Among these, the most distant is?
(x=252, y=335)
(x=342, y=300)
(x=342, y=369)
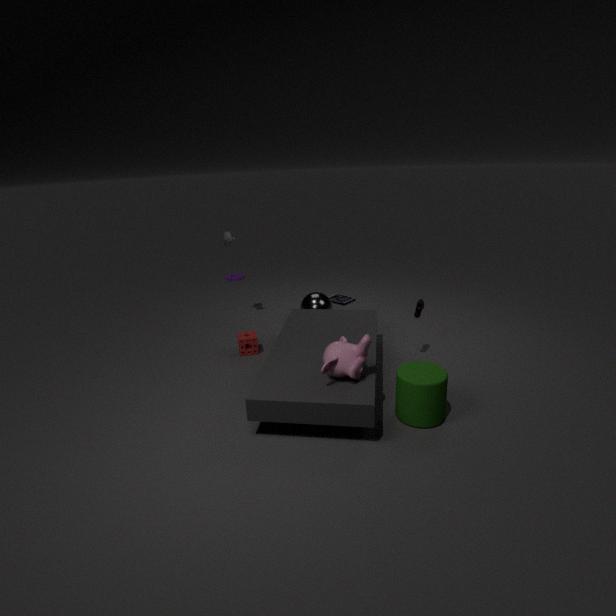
(x=342, y=300)
